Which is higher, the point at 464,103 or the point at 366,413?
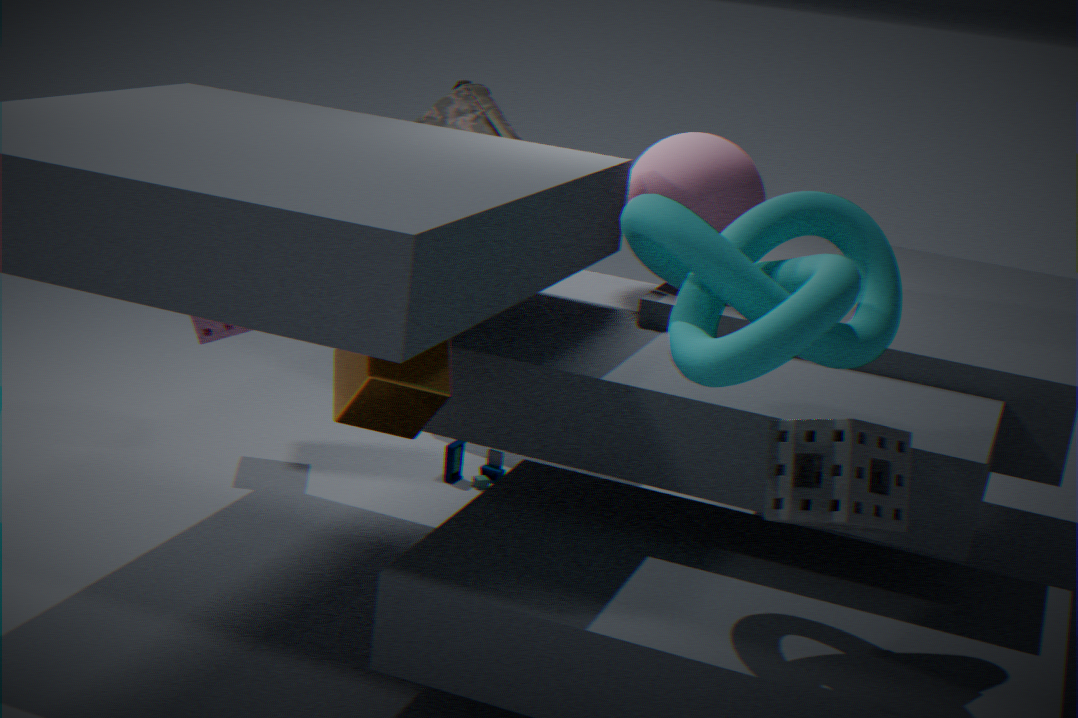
the point at 464,103
